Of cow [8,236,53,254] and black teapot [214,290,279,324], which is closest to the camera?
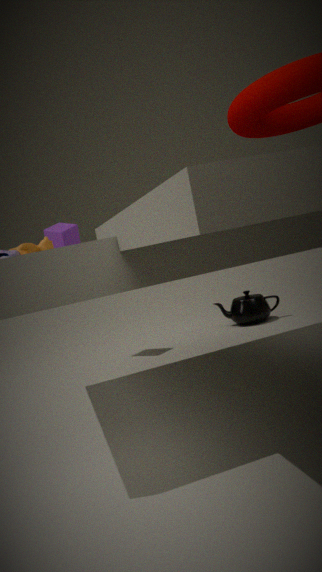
cow [8,236,53,254]
